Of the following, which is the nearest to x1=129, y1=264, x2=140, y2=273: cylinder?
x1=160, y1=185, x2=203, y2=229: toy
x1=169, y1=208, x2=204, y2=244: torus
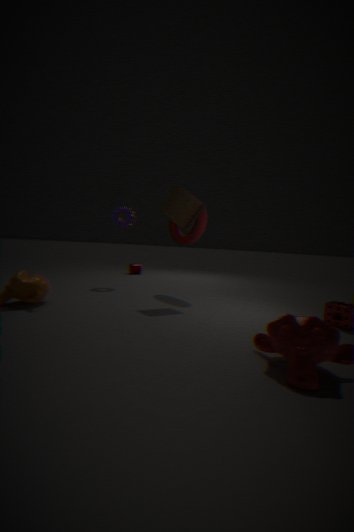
x1=169, y1=208, x2=204, y2=244: torus
